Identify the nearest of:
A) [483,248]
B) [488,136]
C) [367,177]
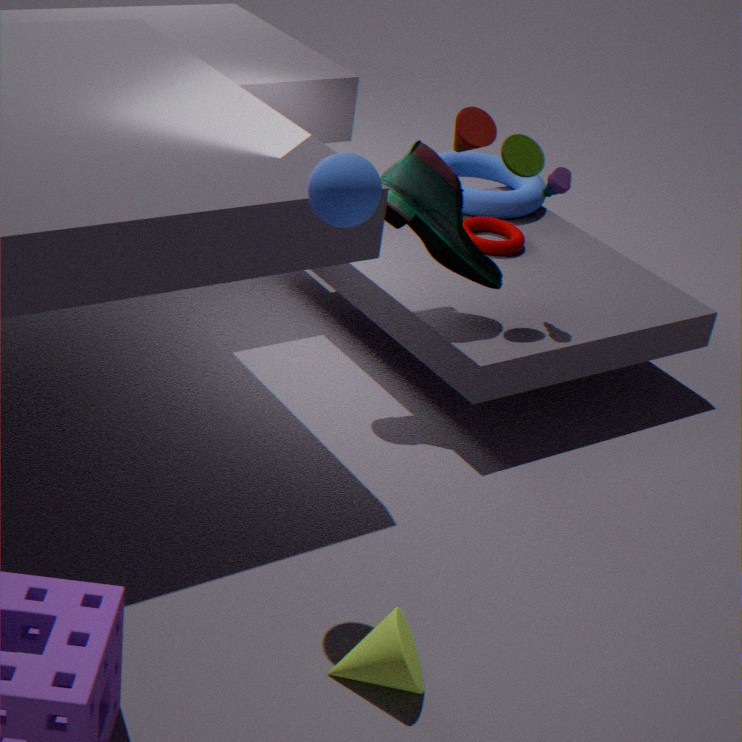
[367,177]
